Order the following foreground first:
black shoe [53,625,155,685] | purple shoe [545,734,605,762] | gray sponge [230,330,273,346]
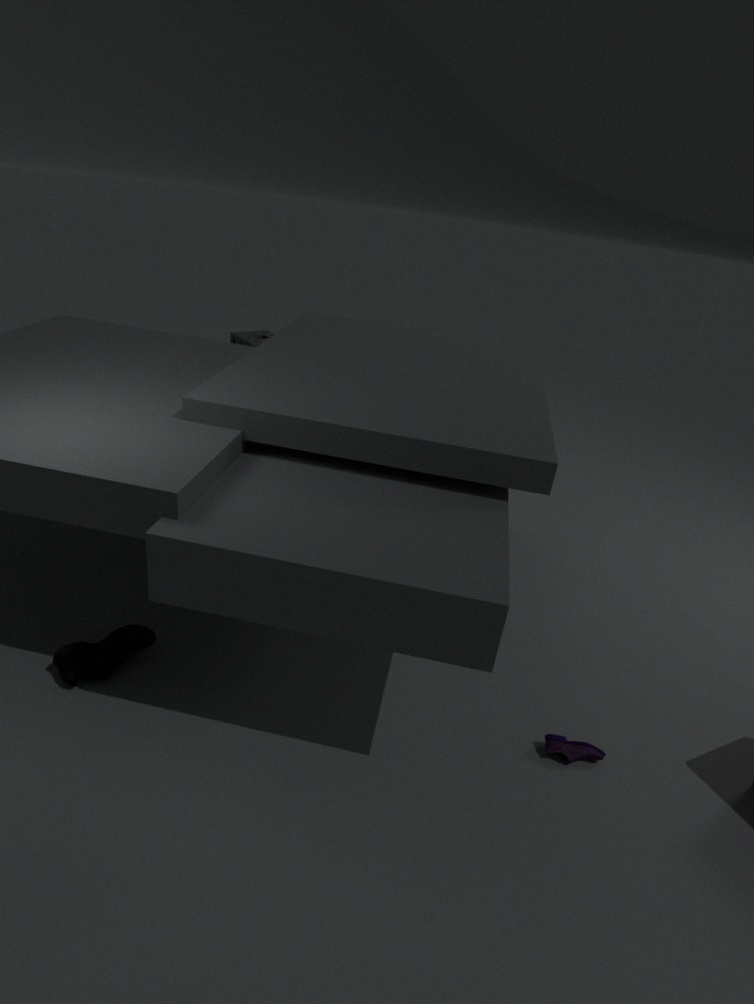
1. purple shoe [545,734,605,762]
2. black shoe [53,625,155,685]
3. gray sponge [230,330,273,346]
